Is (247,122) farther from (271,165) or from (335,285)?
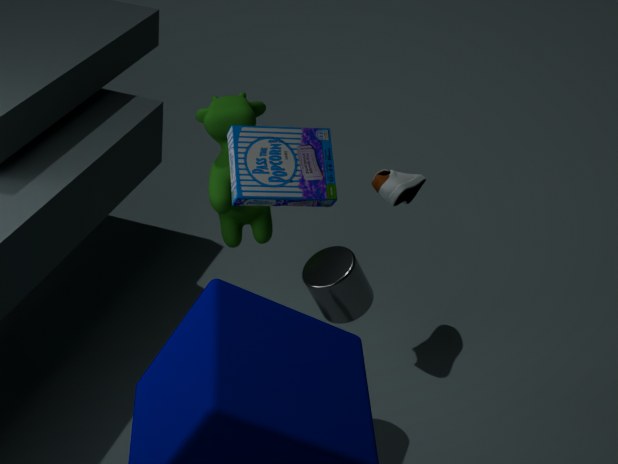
(271,165)
